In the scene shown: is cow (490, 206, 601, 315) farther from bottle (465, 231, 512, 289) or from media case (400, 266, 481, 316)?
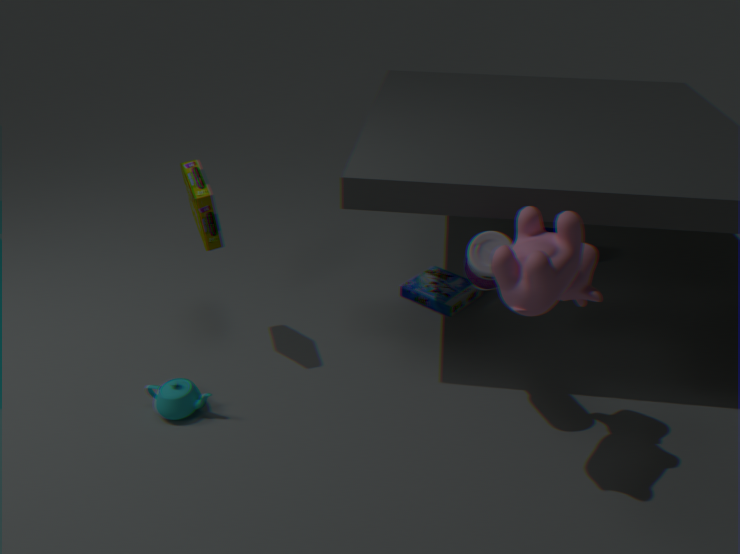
media case (400, 266, 481, 316)
